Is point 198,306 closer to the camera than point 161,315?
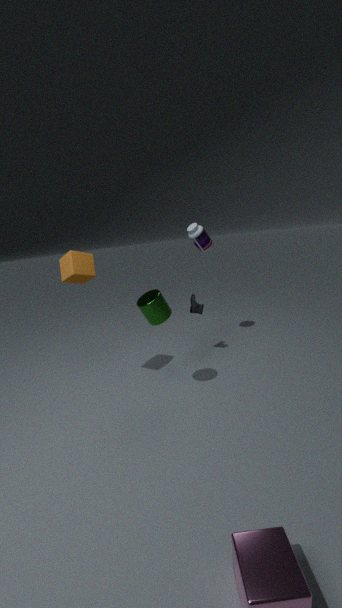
No
